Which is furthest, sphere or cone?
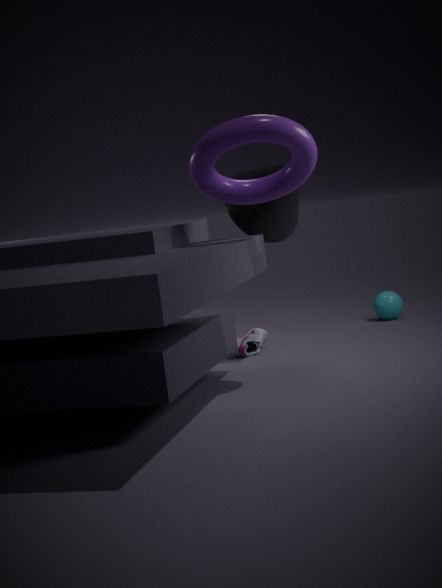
sphere
